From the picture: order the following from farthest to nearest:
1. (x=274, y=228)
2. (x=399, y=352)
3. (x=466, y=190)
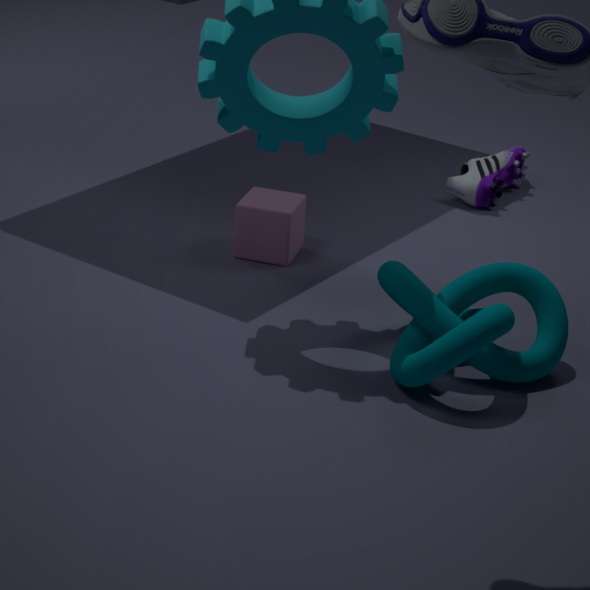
1. (x=466, y=190)
2. (x=274, y=228)
3. (x=399, y=352)
